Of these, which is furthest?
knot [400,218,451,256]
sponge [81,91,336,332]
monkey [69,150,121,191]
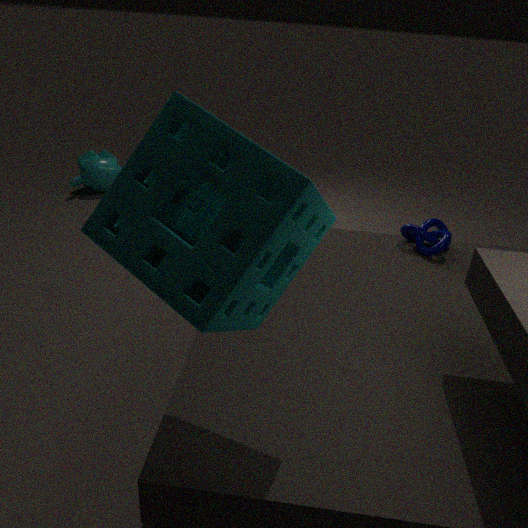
monkey [69,150,121,191]
